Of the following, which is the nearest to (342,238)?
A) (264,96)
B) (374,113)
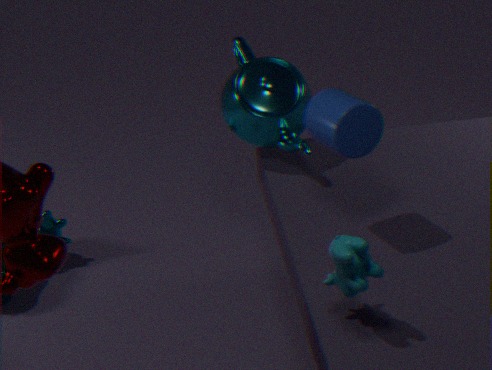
(374,113)
